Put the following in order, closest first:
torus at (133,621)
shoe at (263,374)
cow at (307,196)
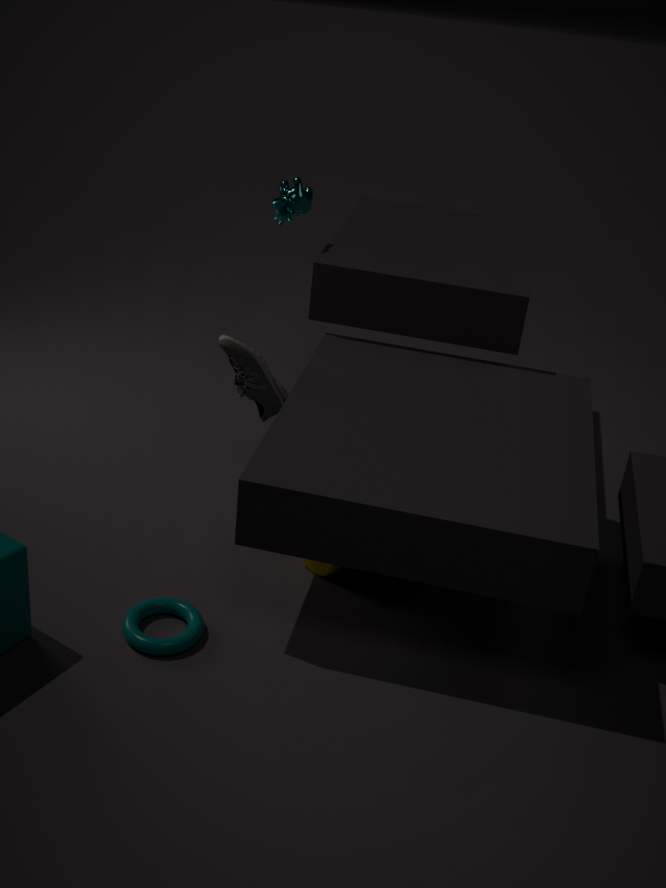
1. torus at (133,621)
2. shoe at (263,374)
3. cow at (307,196)
